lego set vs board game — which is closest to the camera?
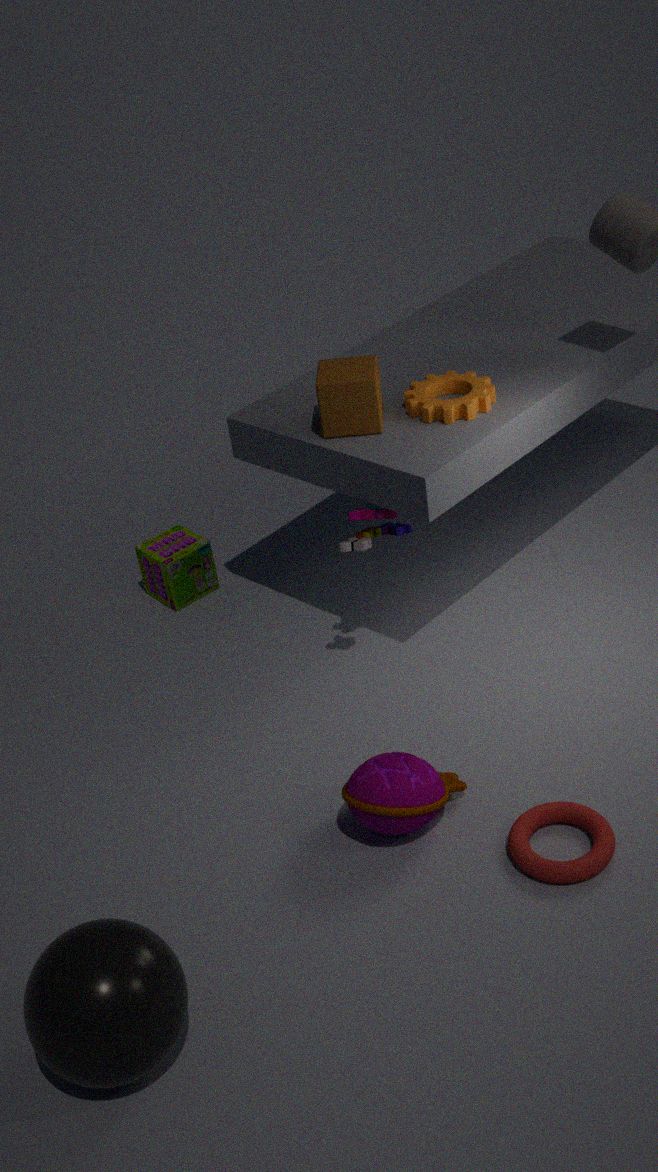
lego set
